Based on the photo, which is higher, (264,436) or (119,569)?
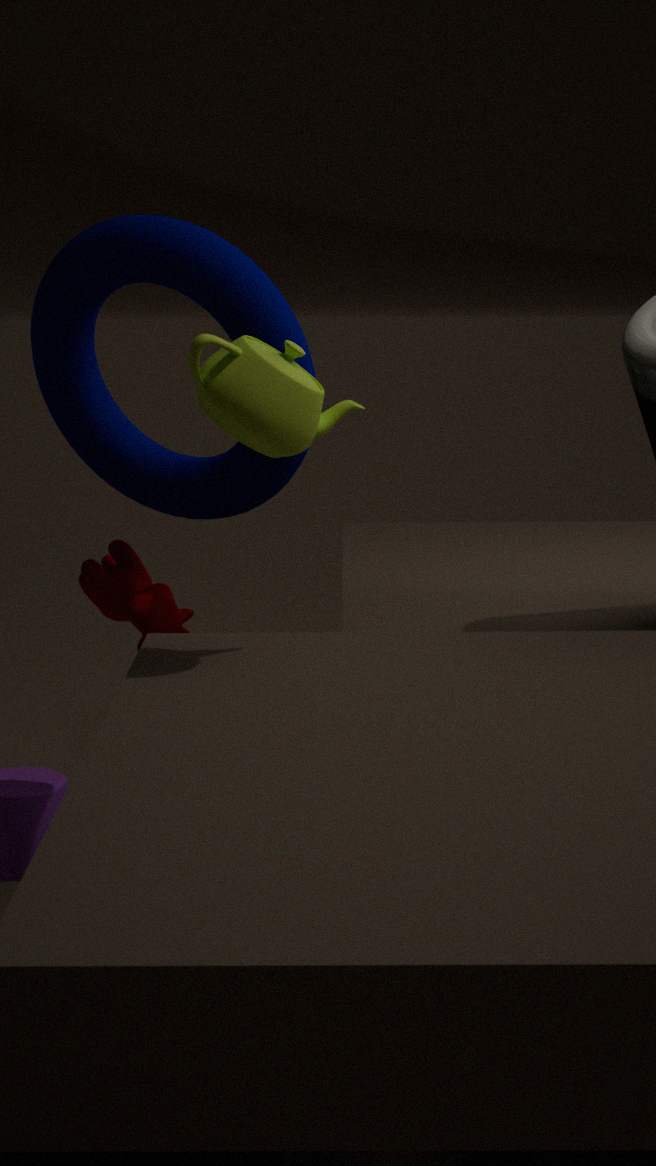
(264,436)
